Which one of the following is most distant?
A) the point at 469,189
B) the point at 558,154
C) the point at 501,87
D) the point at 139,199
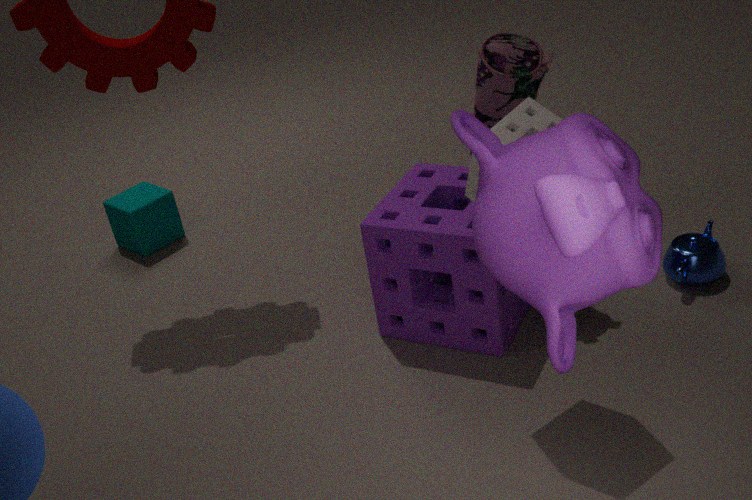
the point at 139,199
